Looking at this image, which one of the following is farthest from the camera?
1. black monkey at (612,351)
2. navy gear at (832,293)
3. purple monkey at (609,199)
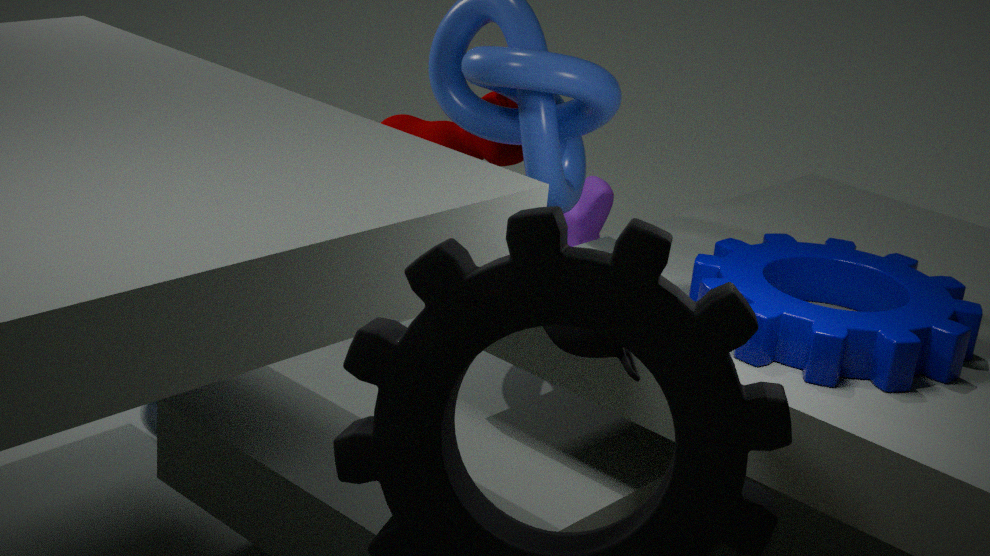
purple monkey at (609,199)
